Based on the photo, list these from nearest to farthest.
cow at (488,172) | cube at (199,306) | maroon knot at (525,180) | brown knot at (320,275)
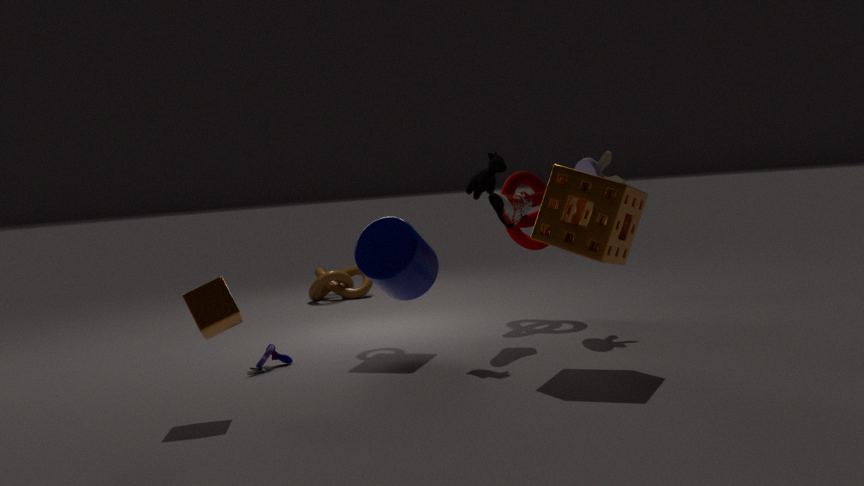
cube at (199,306) < cow at (488,172) < maroon knot at (525,180) < brown knot at (320,275)
